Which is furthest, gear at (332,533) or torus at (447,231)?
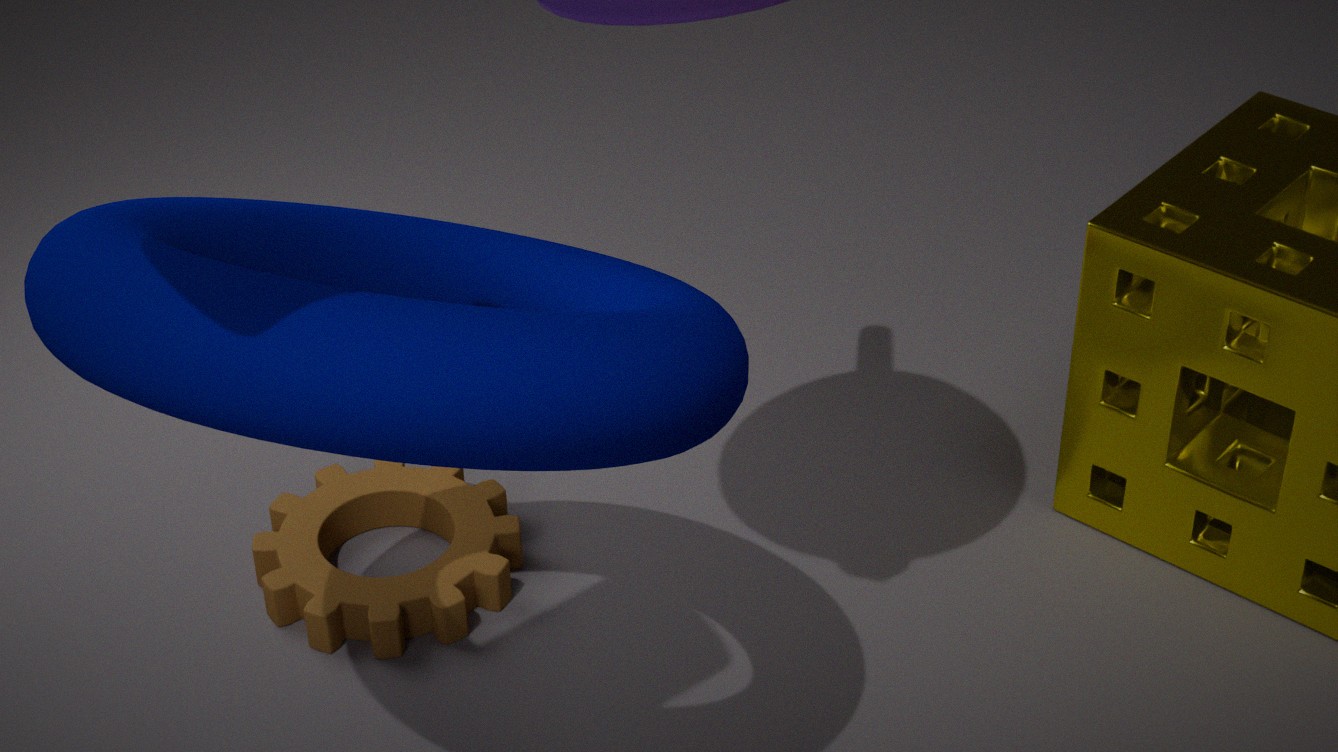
gear at (332,533)
